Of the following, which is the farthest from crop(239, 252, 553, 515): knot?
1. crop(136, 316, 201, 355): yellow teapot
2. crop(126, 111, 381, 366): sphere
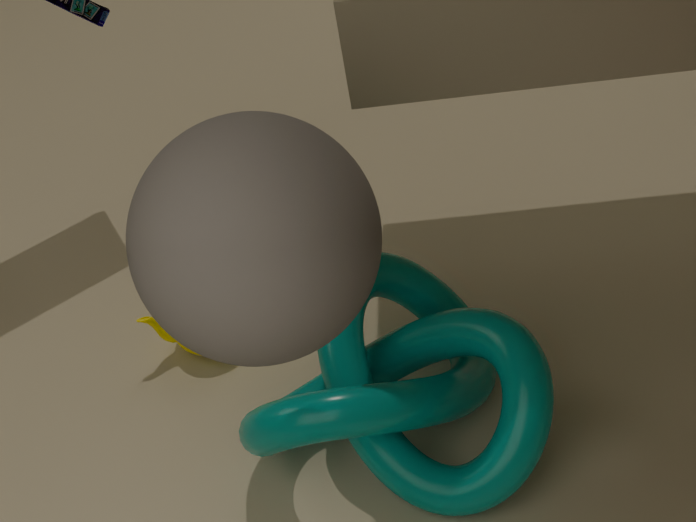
crop(136, 316, 201, 355): yellow teapot
